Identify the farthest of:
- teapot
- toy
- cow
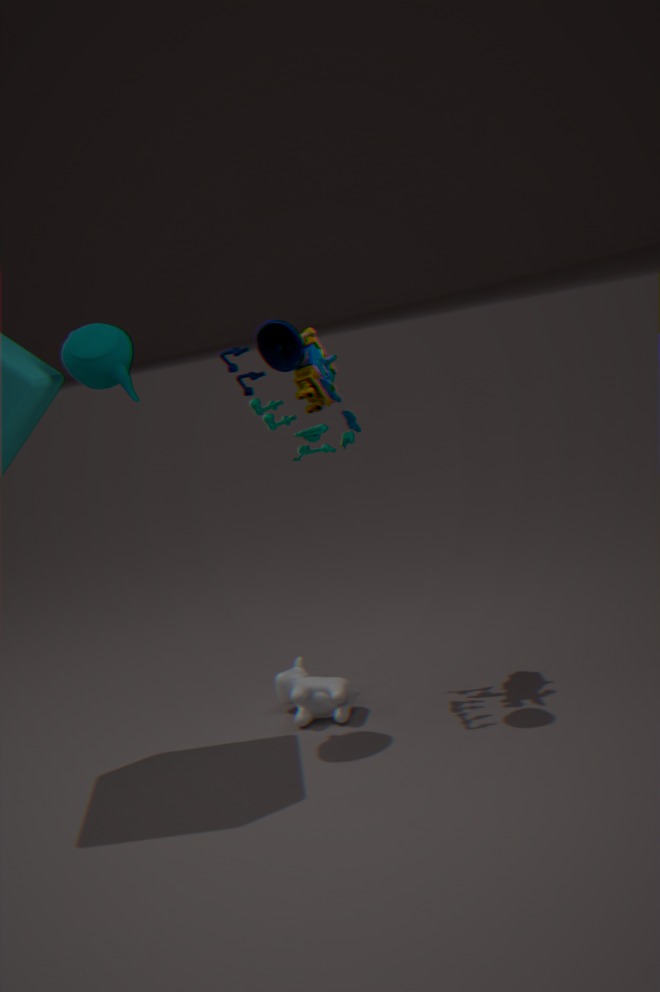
cow
